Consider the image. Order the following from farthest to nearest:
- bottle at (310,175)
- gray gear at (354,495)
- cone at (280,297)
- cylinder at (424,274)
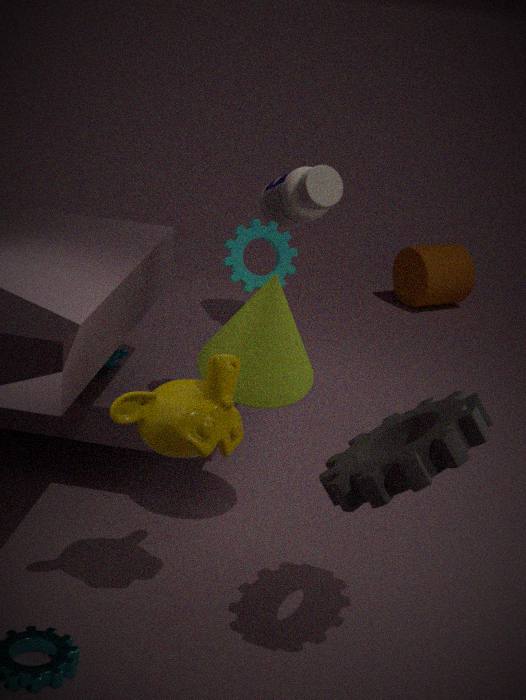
cylinder at (424,274) → bottle at (310,175) → cone at (280,297) → gray gear at (354,495)
